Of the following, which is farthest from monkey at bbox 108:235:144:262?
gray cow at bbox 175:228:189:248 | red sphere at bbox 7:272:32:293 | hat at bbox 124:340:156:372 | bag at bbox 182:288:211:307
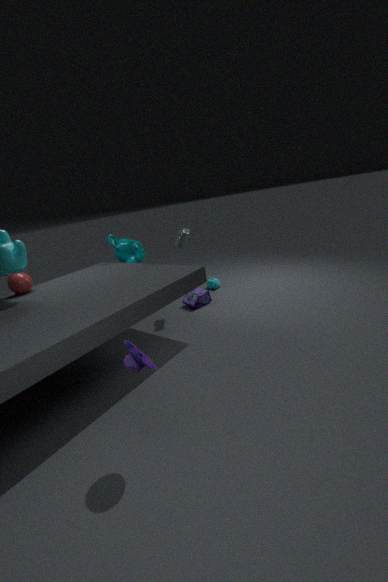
hat at bbox 124:340:156:372
